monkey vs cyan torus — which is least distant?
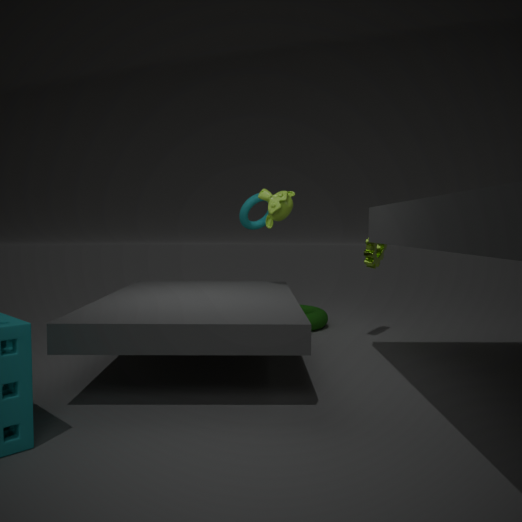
monkey
